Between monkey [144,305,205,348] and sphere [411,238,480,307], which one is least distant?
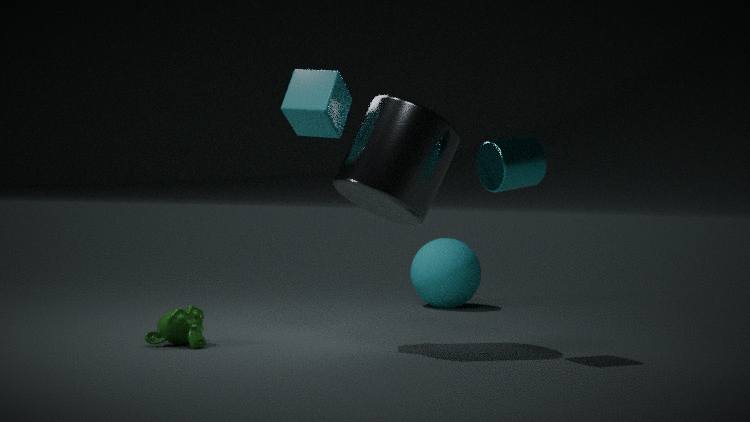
monkey [144,305,205,348]
